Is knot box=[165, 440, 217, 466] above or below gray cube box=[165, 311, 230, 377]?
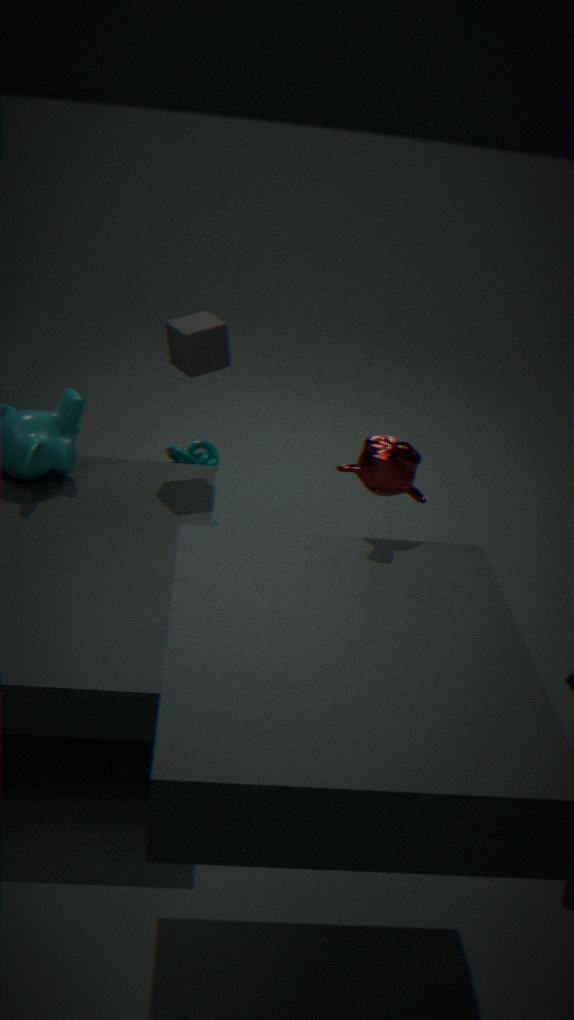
below
